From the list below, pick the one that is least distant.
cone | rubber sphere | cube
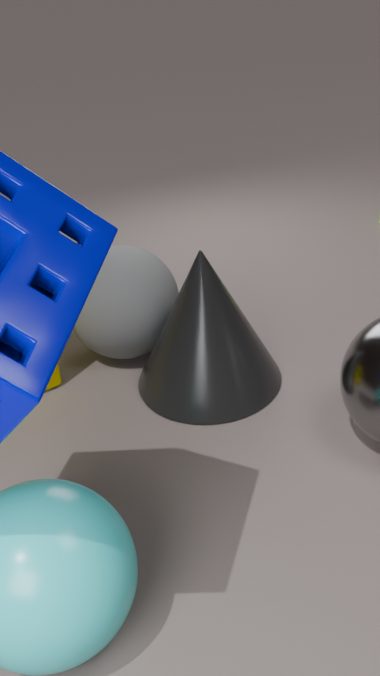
cone
